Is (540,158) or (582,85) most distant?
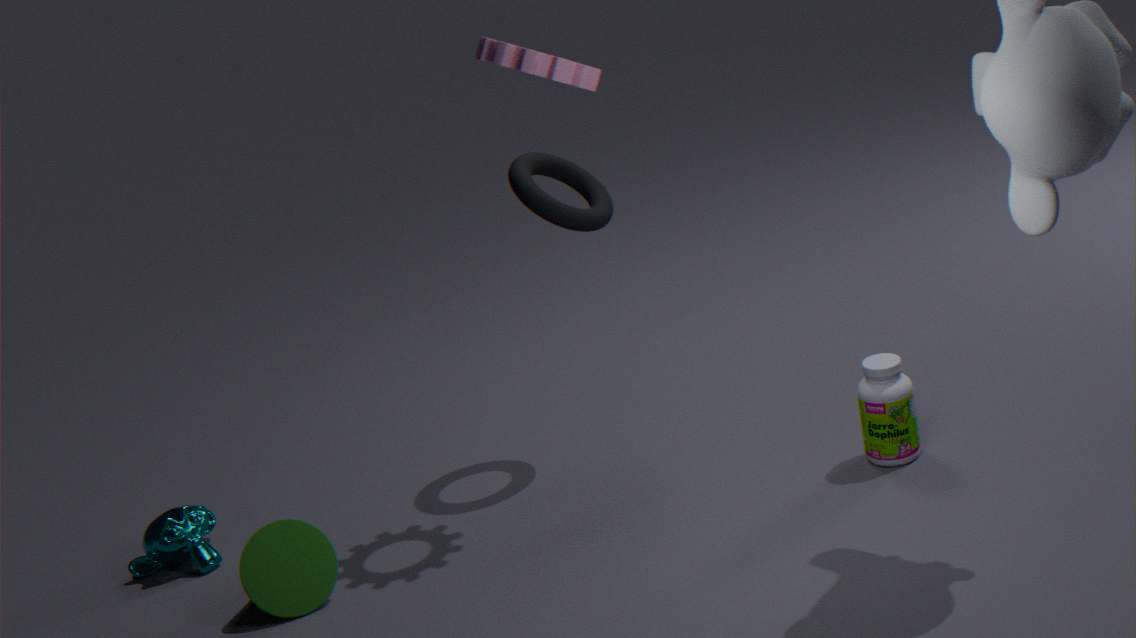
(540,158)
